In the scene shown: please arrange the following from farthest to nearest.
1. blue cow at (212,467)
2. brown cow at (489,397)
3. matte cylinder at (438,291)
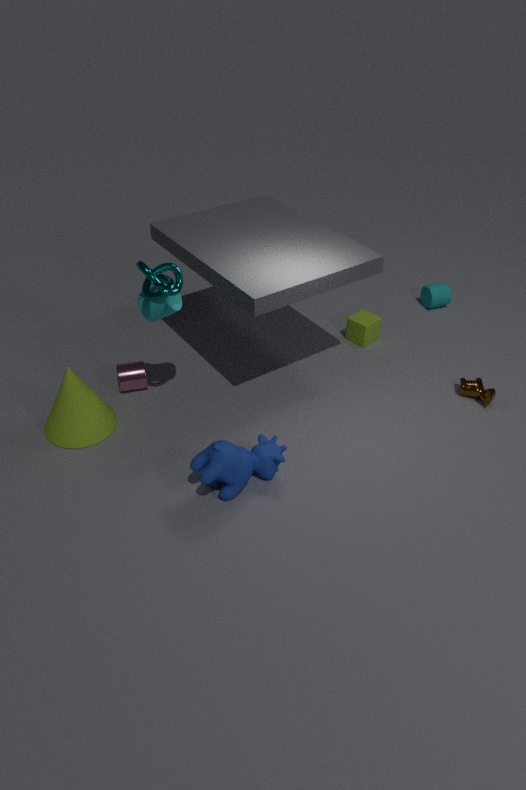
matte cylinder at (438,291) < brown cow at (489,397) < blue cow at (212,467)
